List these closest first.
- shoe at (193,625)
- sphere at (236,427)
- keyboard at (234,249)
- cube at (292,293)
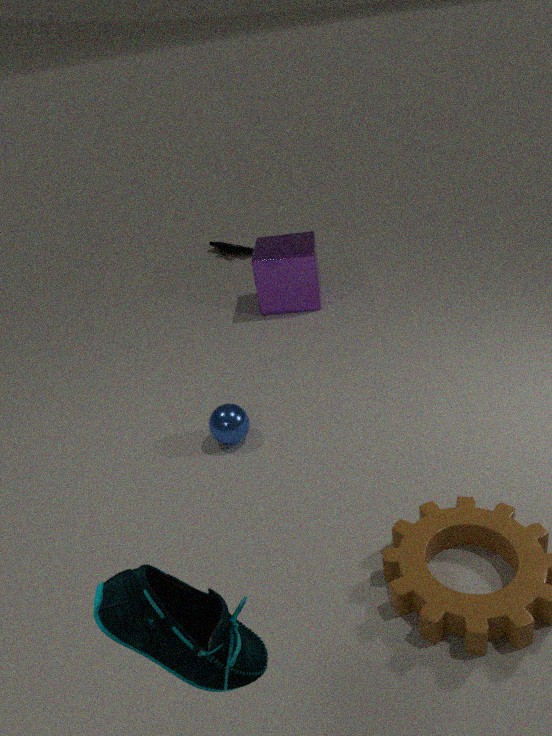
shoe at (193,625) < sphere at (236,427) < cube at (292,293) < keyboard at (234,249)
